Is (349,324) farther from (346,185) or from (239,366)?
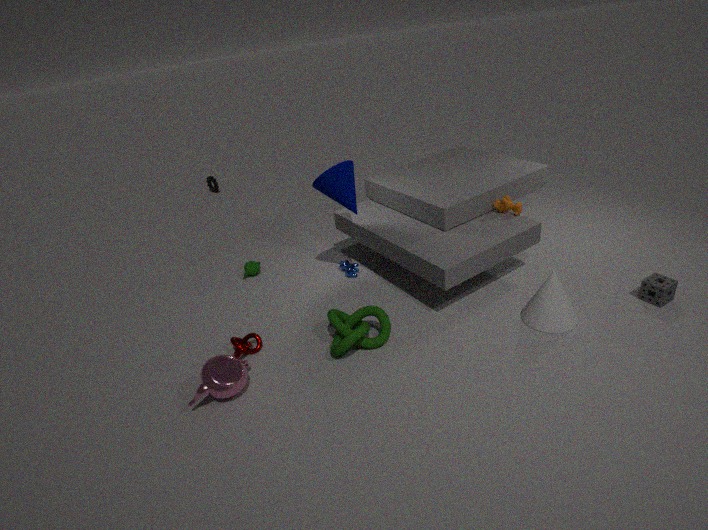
(346,185)
